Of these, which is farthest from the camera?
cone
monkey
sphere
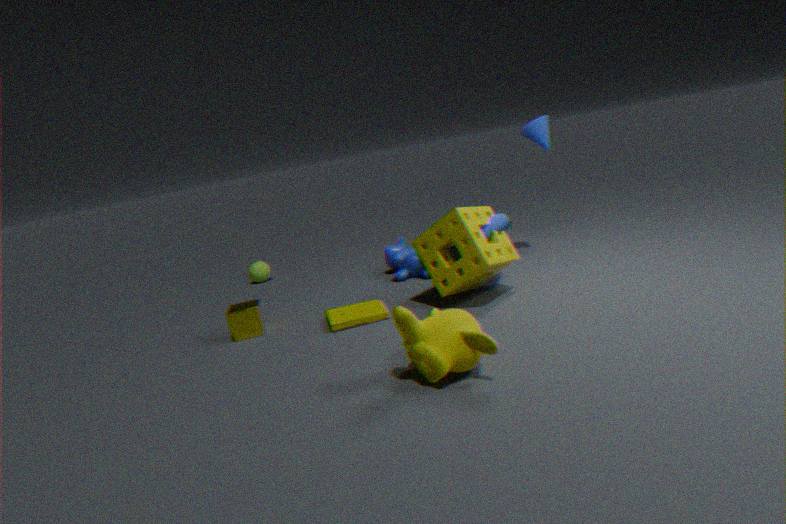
sphere
